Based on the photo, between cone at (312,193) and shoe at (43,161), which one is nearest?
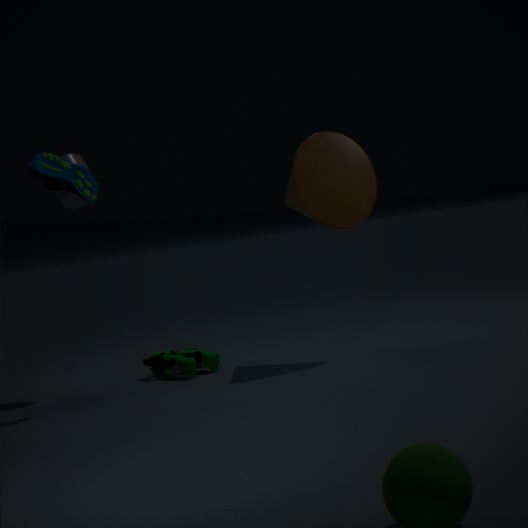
shoe at (43,161)
